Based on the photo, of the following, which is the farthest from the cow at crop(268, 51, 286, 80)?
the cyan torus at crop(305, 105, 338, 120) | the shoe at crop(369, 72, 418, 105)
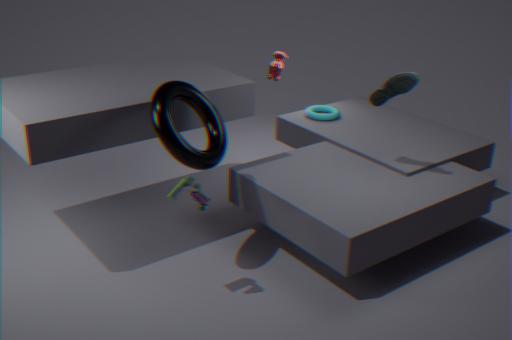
the shoe at crop(369, 72, 418, 105)
